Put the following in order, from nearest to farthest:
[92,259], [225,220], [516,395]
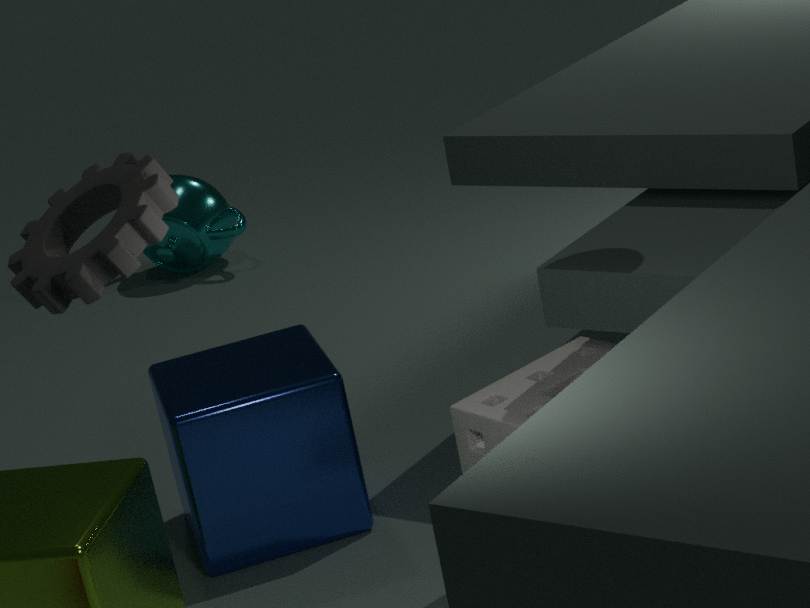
[92,259] → [516,395] → [225,220]
